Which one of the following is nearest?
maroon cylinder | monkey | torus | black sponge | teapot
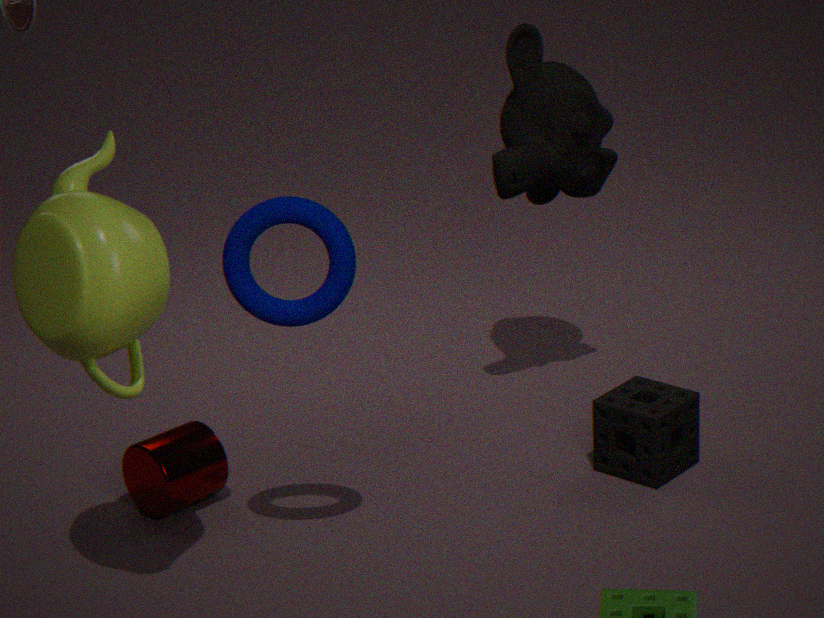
teapot
